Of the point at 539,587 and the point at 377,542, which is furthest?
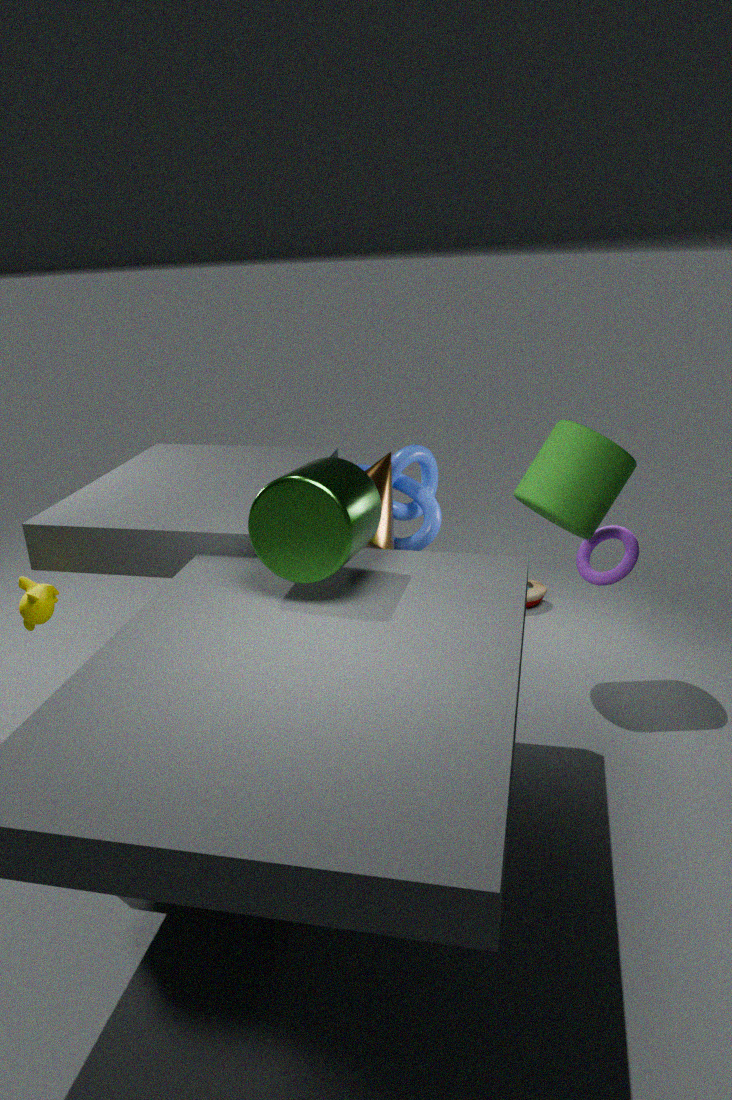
the point at 539,587
